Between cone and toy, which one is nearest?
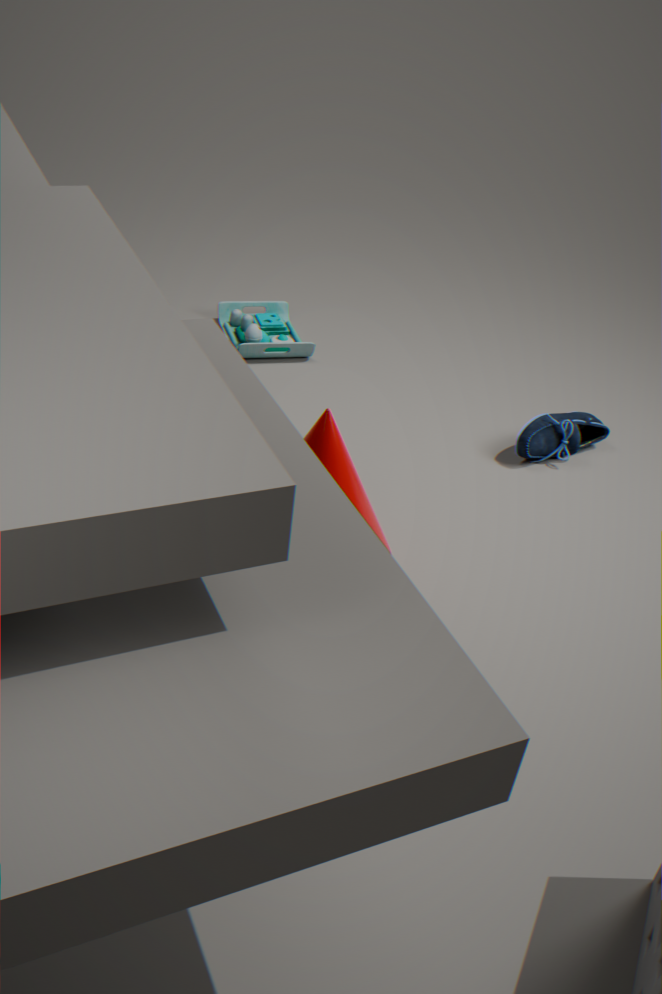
cone
